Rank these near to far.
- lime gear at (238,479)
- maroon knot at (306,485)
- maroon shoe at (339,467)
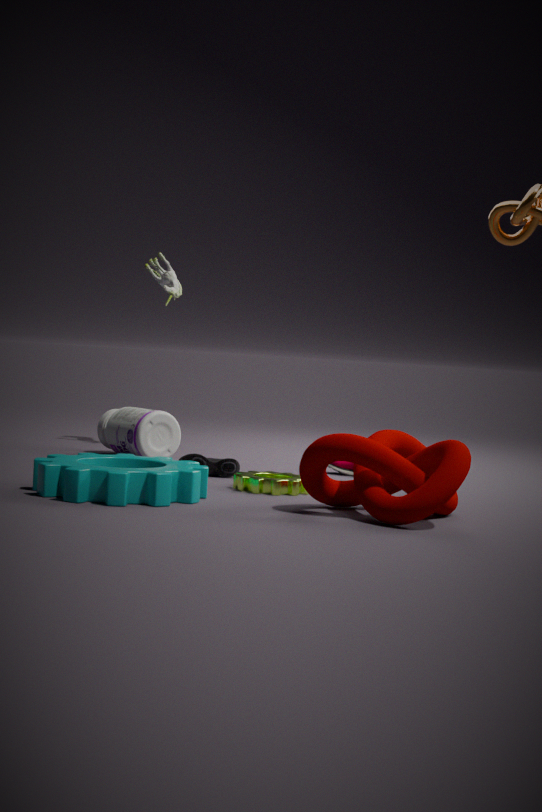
maroon knot at (306,485), lime gear at (238,479), maroon shoe at (339,467)
